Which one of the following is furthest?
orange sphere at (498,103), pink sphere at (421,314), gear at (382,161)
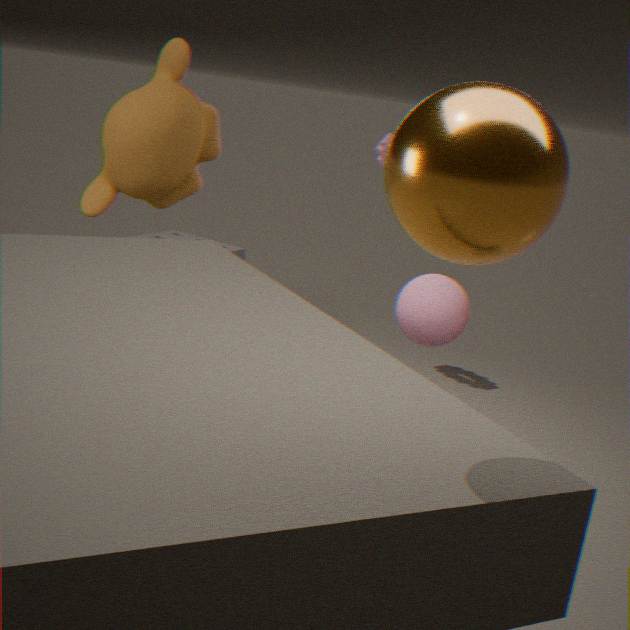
gear at (382,161)
